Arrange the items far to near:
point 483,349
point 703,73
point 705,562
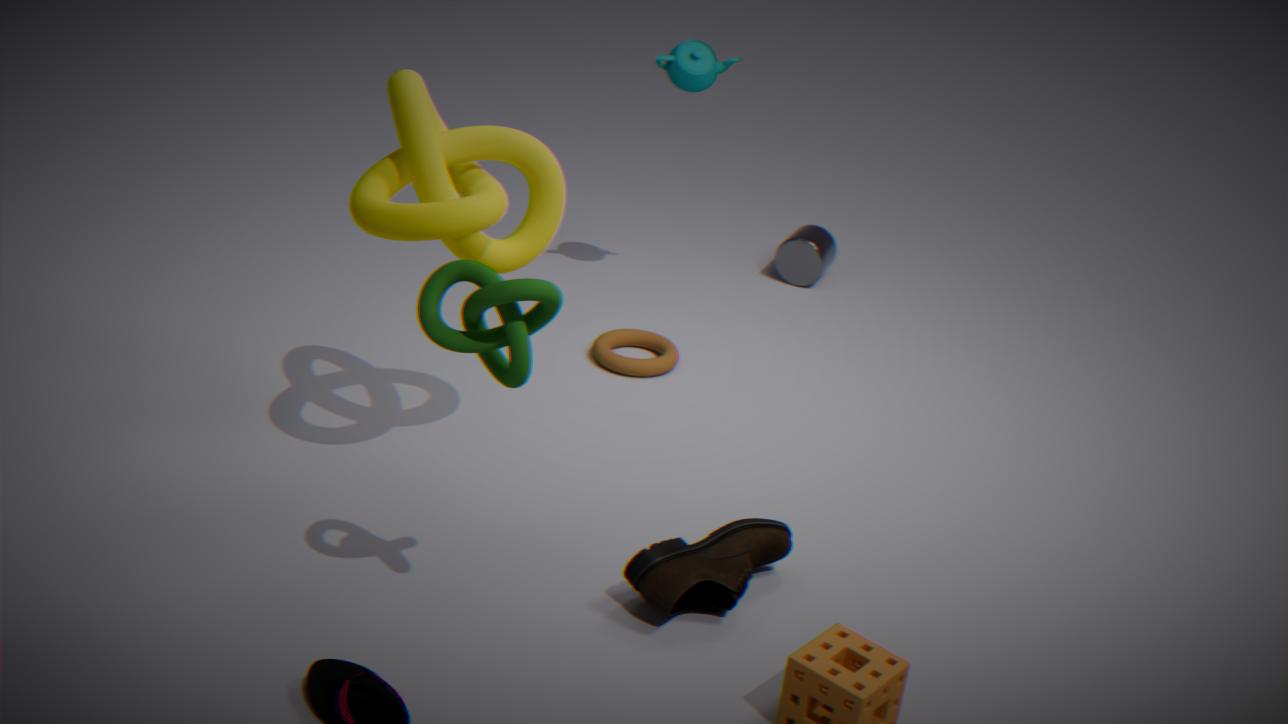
point 703,73 < point 705,562 < point 483,349
